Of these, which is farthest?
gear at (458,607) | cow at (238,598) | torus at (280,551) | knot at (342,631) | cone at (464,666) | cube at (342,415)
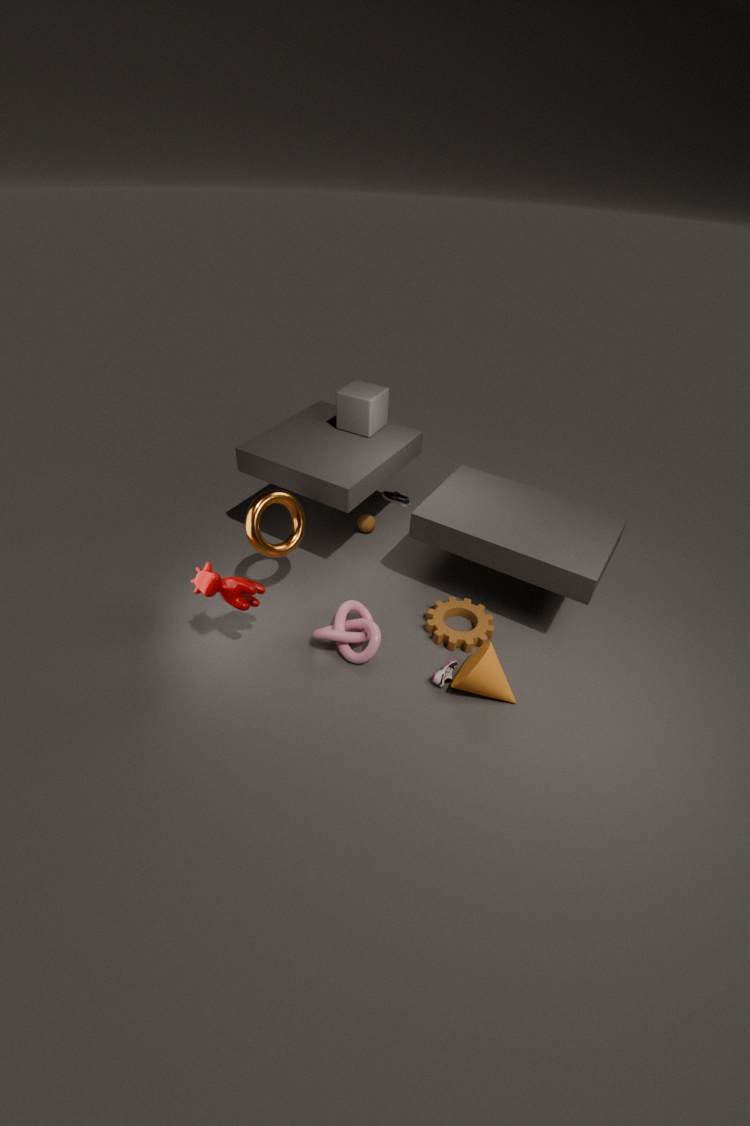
cube at (342,415)
